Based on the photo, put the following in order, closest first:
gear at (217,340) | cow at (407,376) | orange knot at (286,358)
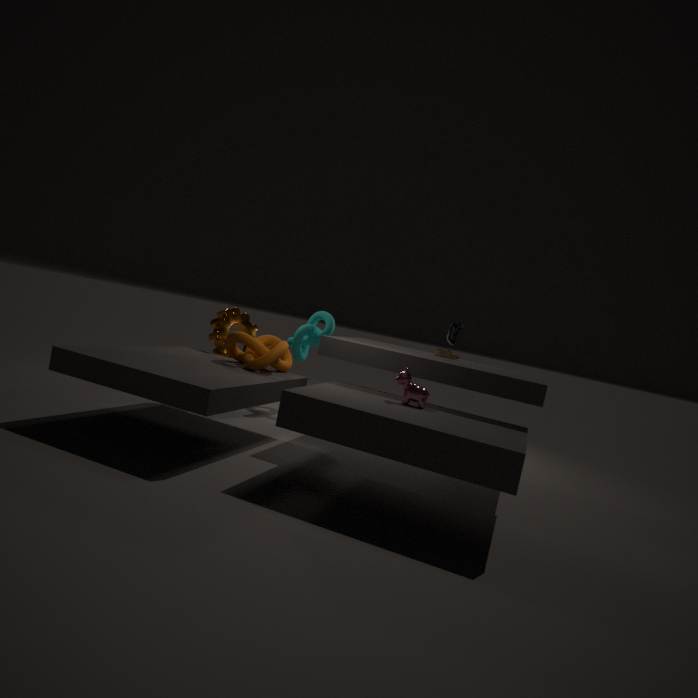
cow at (407,376)
orange knot at (286,358)
gear at (217,340)
